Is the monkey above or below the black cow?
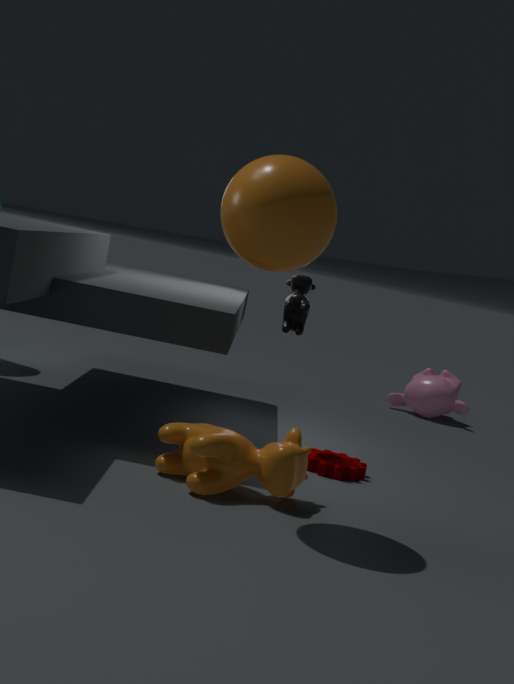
below
